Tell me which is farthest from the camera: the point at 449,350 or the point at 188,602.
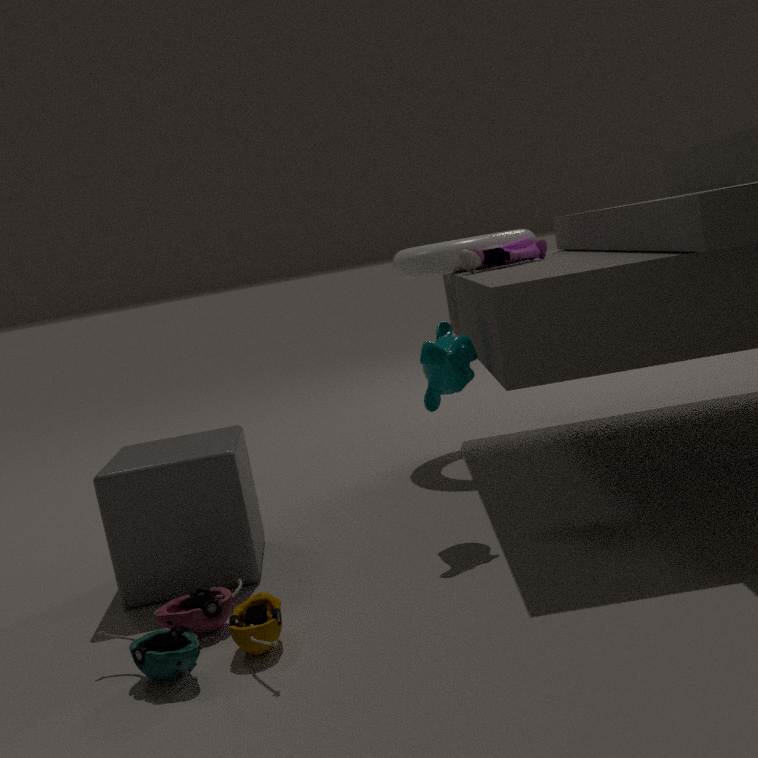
the point at 449,350
